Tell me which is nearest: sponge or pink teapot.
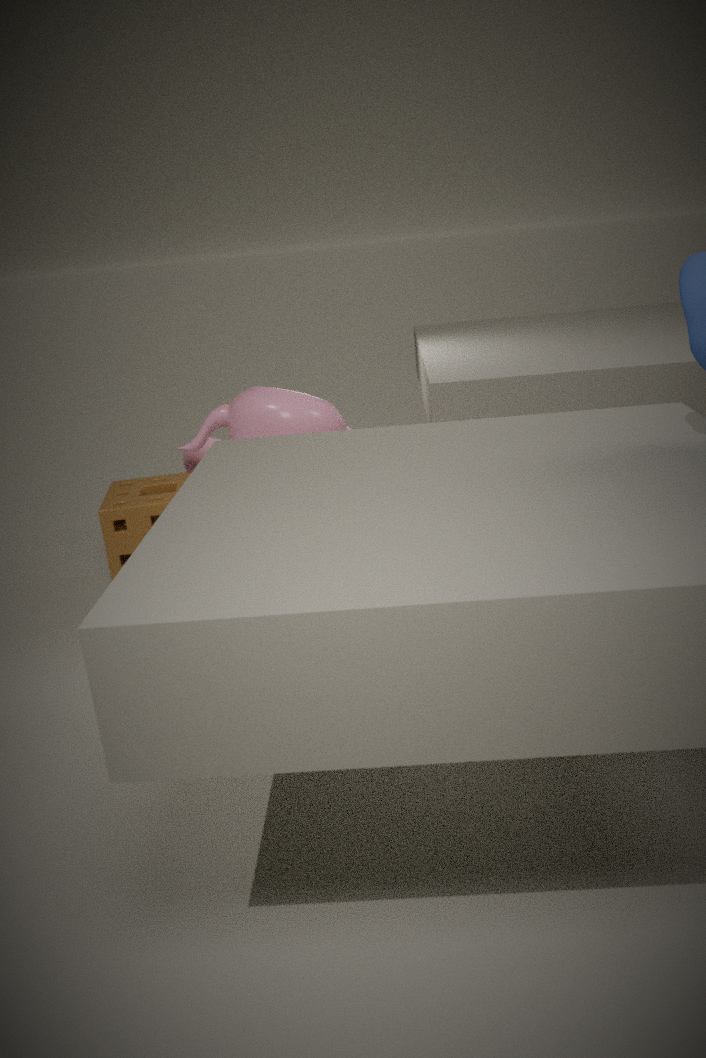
pink teapot
